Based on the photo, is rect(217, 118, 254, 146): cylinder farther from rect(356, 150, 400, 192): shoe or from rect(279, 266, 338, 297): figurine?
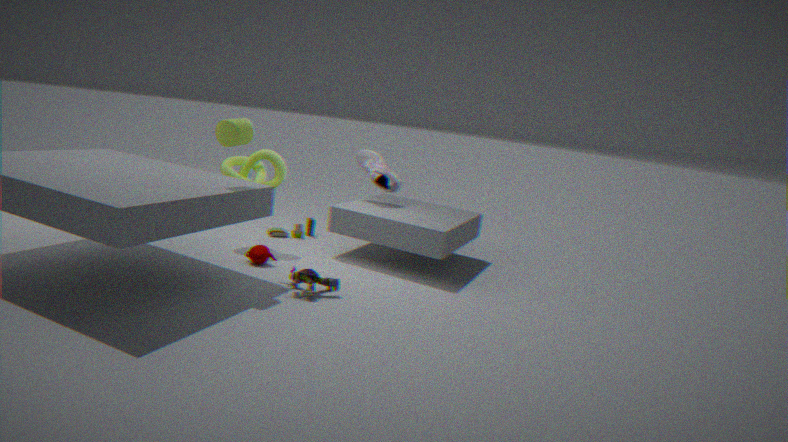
rect(356, 150, 400, 192): shoe
